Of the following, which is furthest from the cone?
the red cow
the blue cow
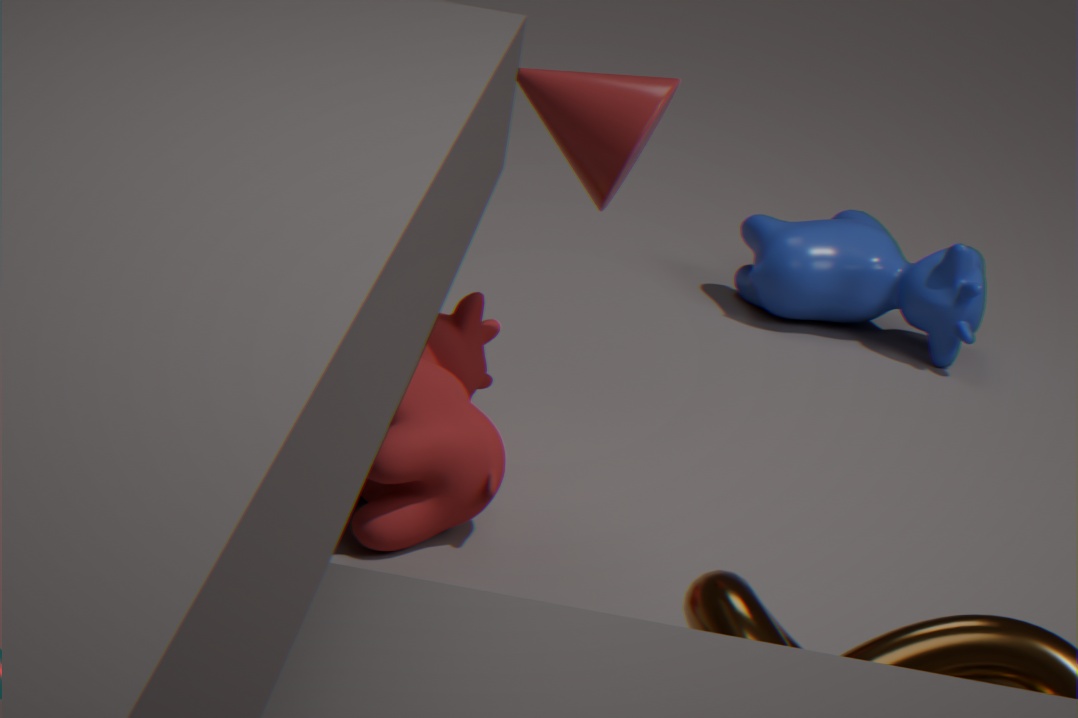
the blue cow
